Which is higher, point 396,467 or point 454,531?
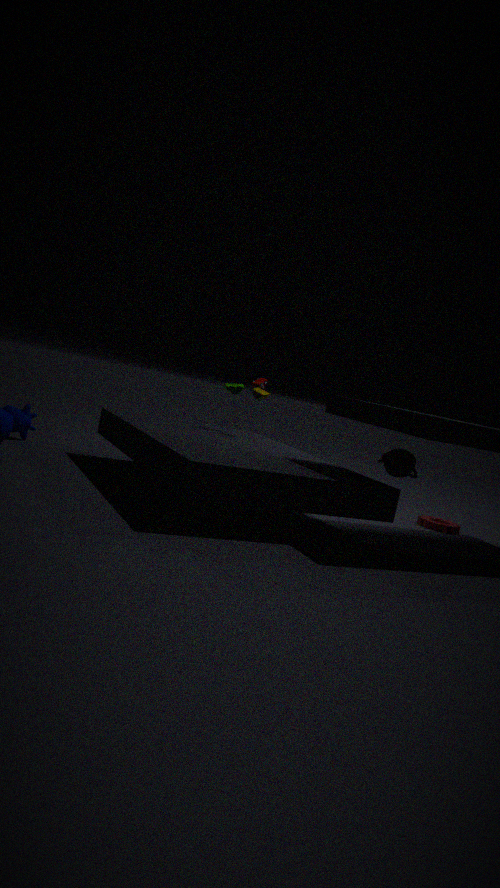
point 396,467
